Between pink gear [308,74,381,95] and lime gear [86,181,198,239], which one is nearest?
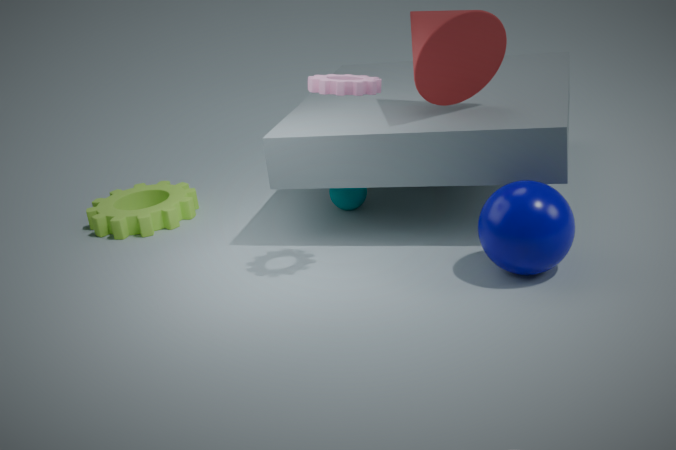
pink gear [308,74,381,95]
